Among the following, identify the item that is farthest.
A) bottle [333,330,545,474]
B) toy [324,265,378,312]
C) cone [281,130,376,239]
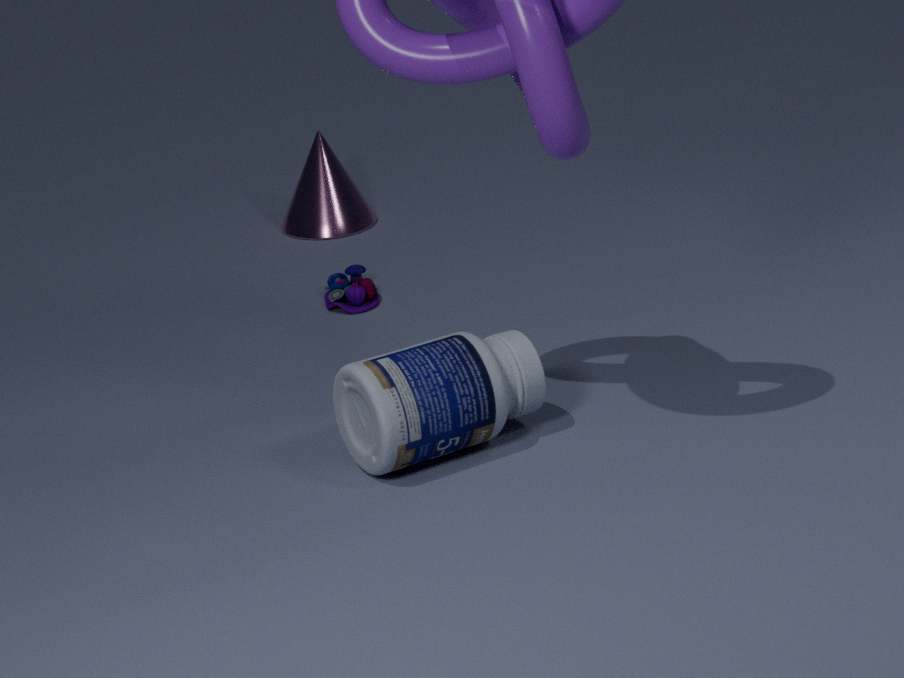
cone [281,130,376,239]
